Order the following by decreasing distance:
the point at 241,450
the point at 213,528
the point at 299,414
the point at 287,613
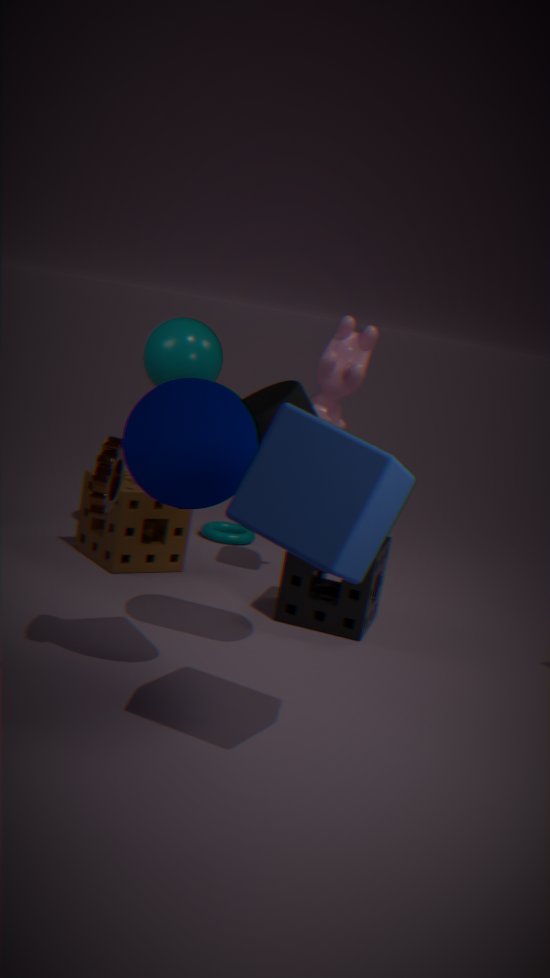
1. the point at 213,528
2. the point at 287,613
3. the point at 241,450
4. the point at 299,414
